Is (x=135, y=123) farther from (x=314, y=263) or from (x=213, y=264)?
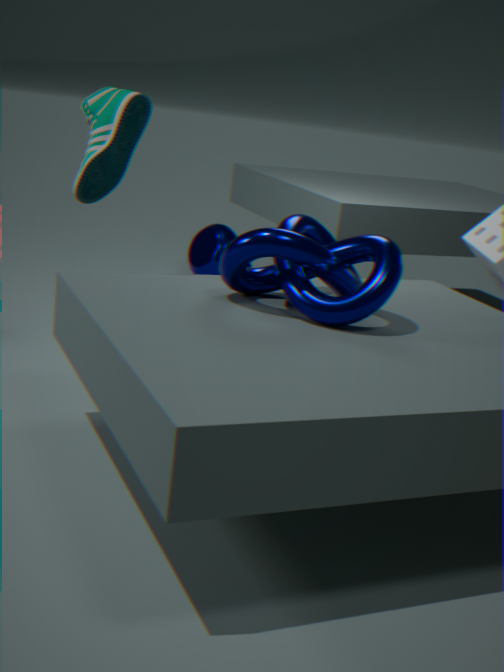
(x=213, y=264)
